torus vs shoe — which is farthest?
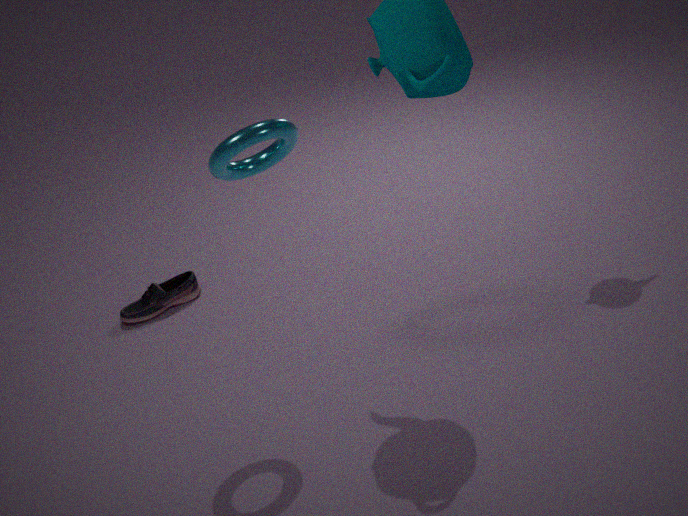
shoe
